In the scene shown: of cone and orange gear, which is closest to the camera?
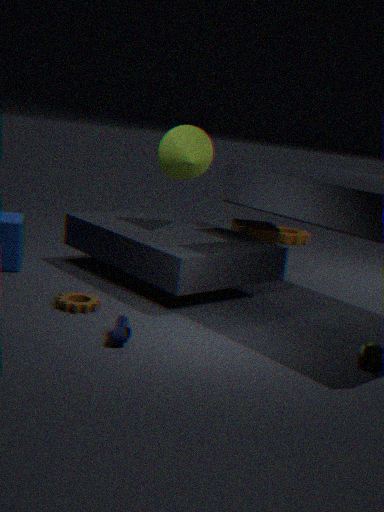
cone
